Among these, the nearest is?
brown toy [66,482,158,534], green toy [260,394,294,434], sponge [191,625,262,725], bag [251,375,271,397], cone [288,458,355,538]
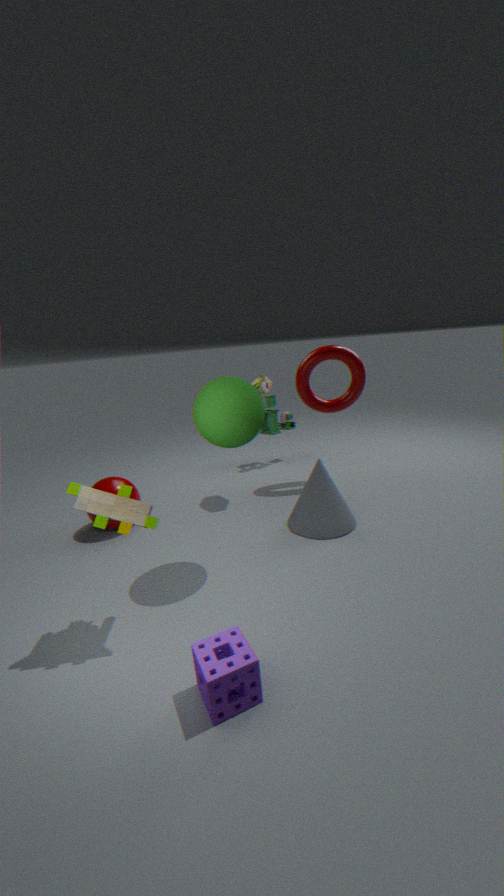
sponge [191,625,262,725]
